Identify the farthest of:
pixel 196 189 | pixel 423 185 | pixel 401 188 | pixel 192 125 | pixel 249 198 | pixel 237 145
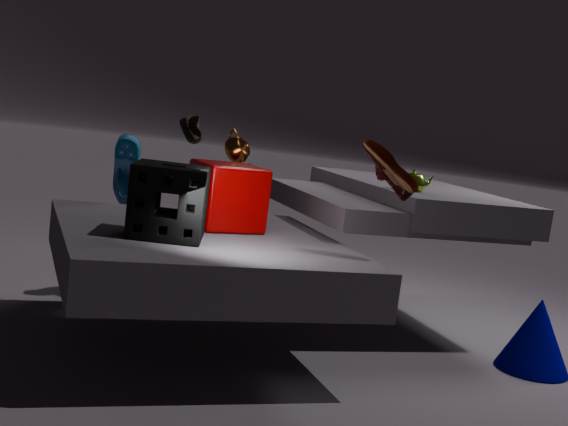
pixel 192 125
